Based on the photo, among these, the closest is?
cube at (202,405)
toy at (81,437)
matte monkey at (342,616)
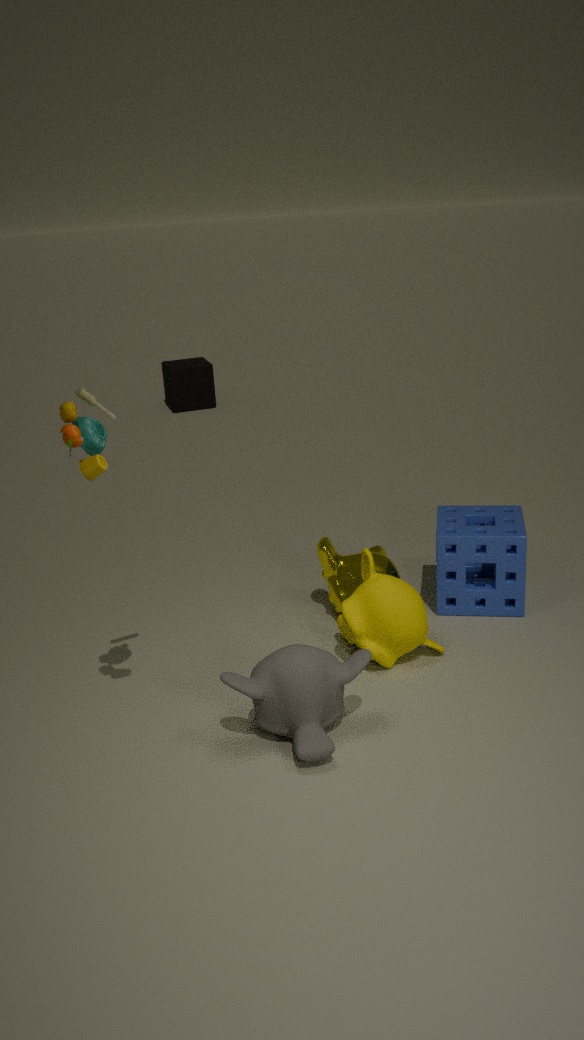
toy at (81,437)
